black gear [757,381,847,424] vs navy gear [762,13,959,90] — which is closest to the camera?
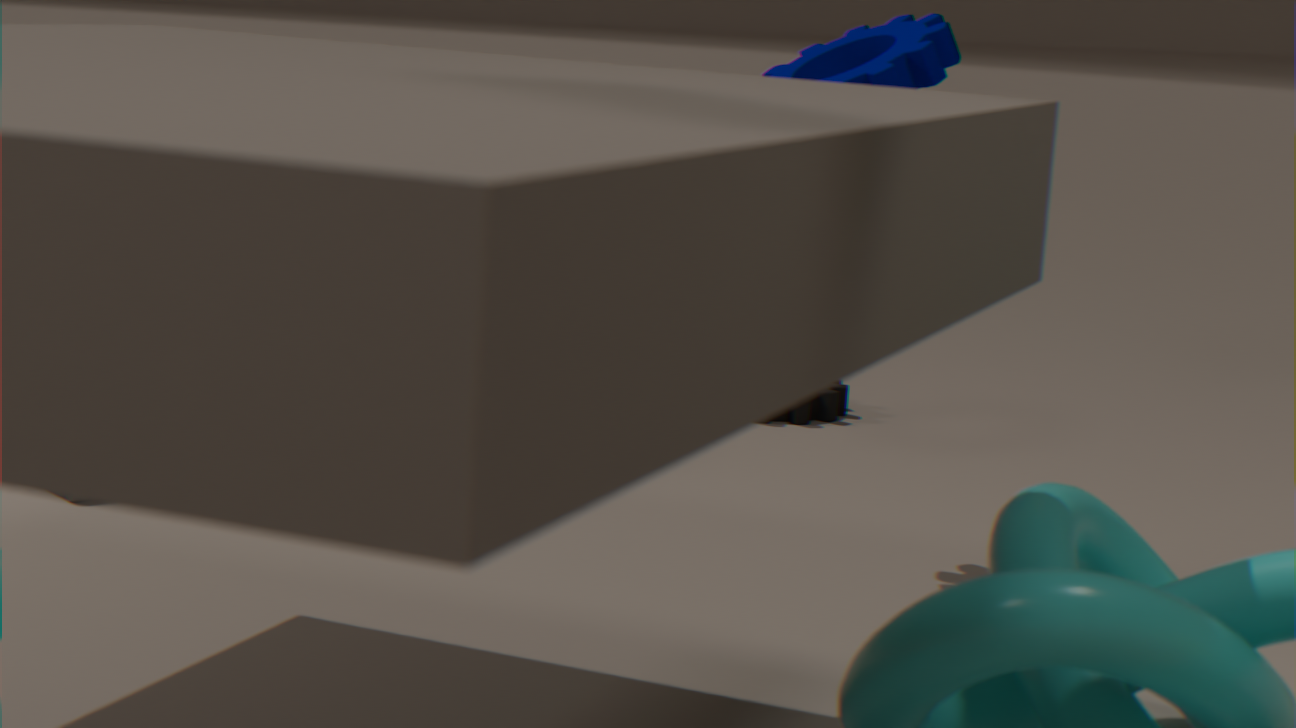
navy gear [762,13,959,90]
